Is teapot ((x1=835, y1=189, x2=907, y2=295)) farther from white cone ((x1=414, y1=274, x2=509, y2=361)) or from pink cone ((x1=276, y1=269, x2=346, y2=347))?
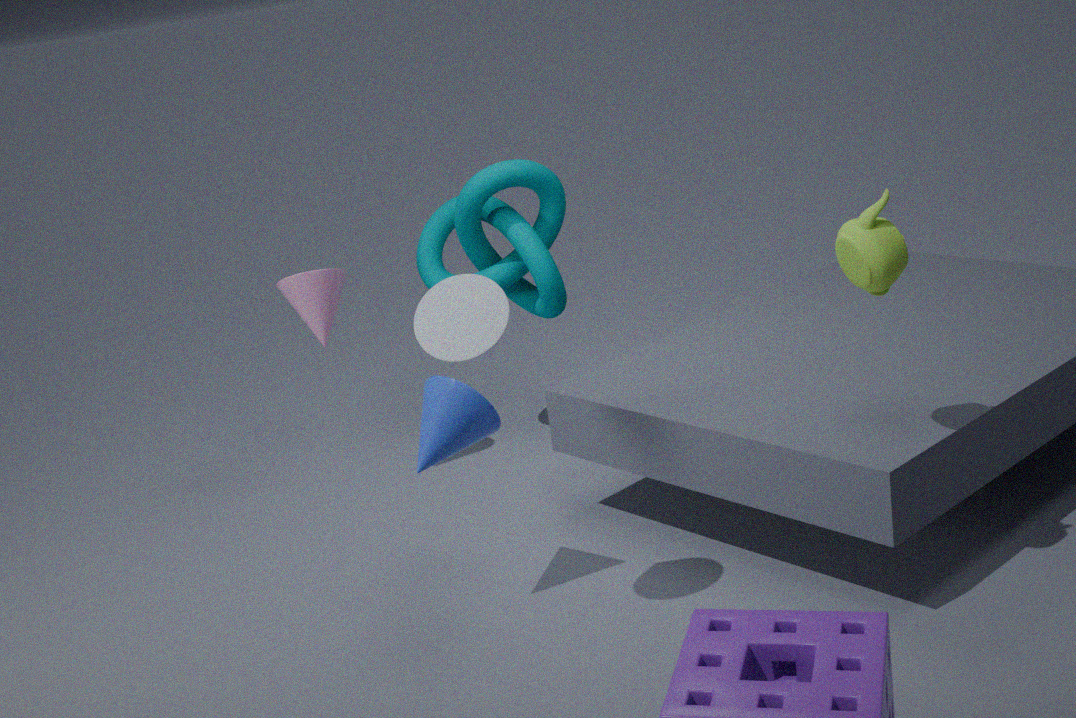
Answer: pink cone ((x1=276, y1=269, x2=346, y2=347))
